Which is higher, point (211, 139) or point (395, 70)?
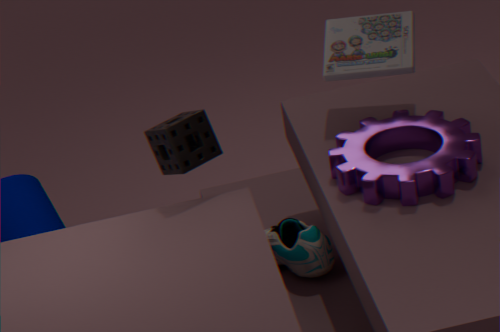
point (395, 70)
